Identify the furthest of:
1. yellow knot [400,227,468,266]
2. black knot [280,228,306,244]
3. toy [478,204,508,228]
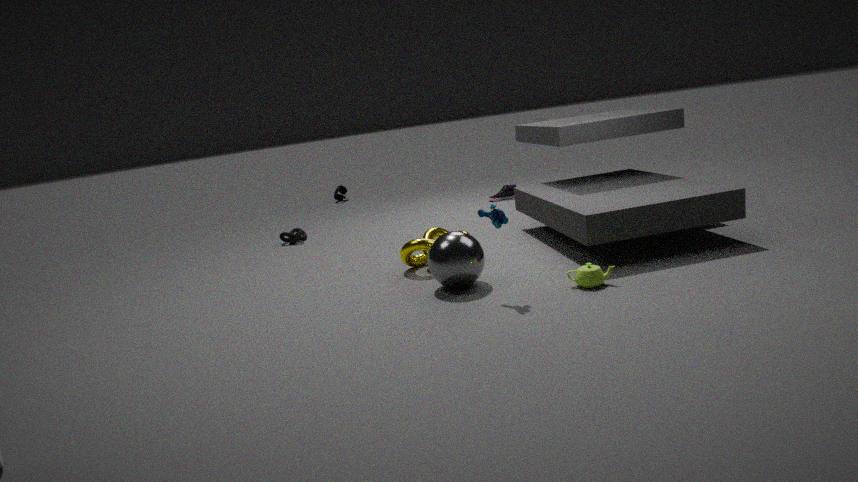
black knot [280,228,306,244]
